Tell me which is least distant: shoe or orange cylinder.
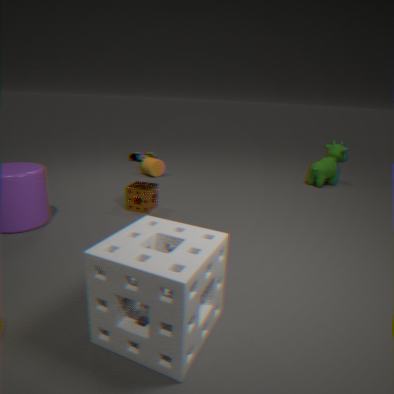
orange cylinder
